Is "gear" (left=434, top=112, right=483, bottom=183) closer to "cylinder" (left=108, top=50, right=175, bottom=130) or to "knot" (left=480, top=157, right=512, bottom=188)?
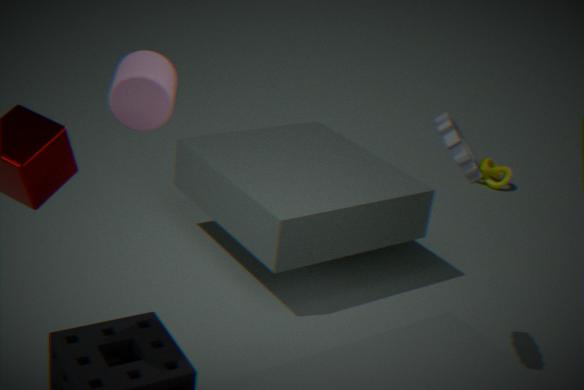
"cylinder" (left=108, top=50, right=175, bottom=130)
